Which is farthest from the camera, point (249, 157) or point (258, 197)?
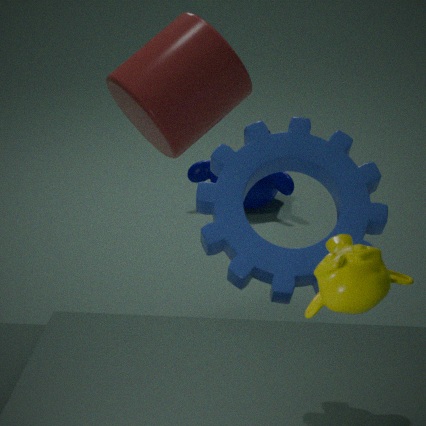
point (258, 197)
